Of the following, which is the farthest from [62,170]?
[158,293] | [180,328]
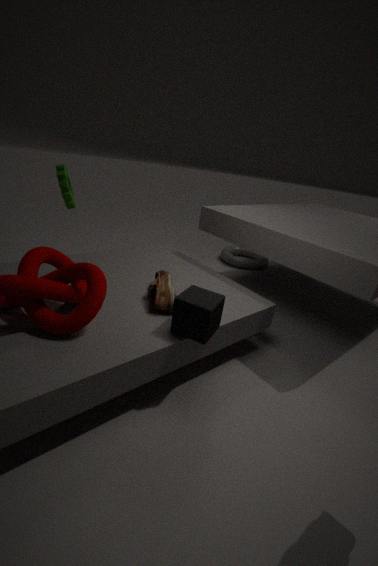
[180,328]
